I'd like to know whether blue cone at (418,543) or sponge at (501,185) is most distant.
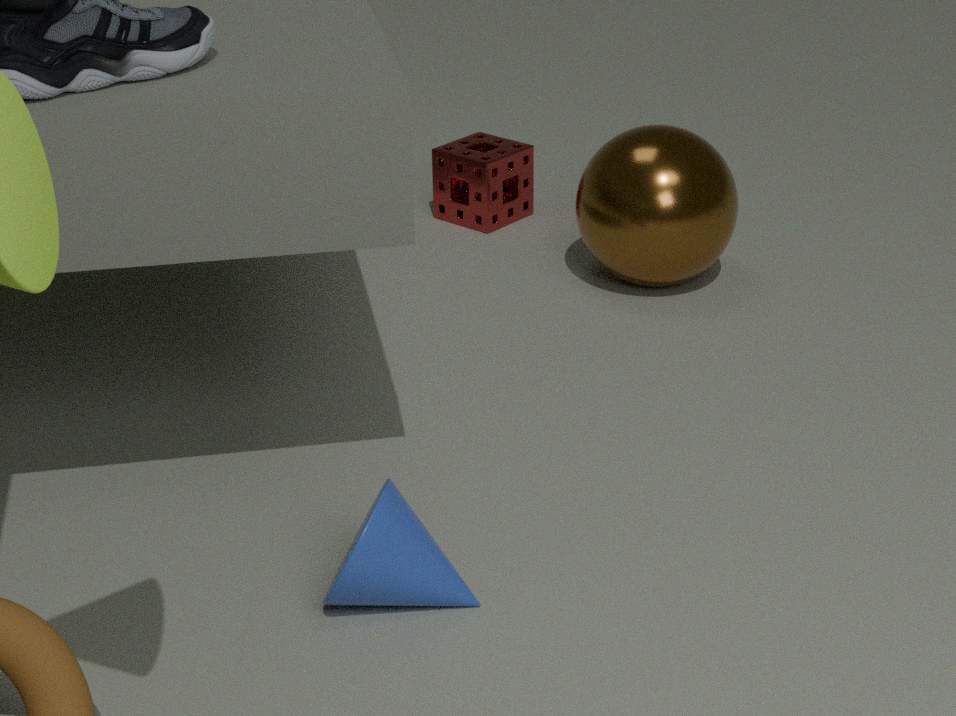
sponge at (501,185)
